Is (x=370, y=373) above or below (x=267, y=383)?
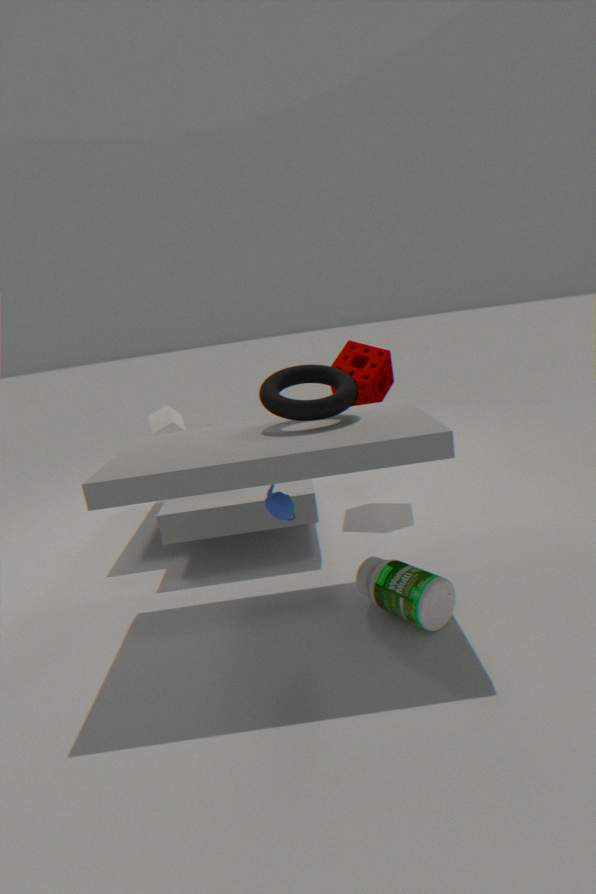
below
